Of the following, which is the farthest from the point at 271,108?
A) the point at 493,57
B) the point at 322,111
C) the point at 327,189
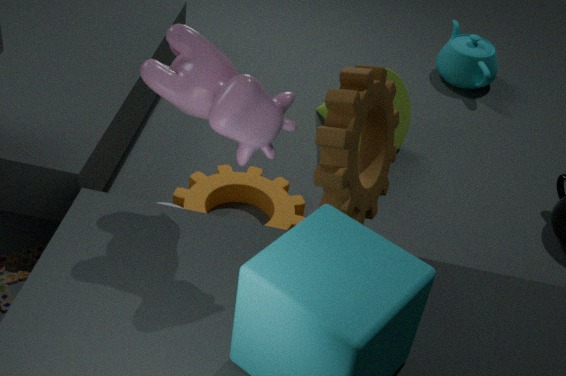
the point at 493,57
